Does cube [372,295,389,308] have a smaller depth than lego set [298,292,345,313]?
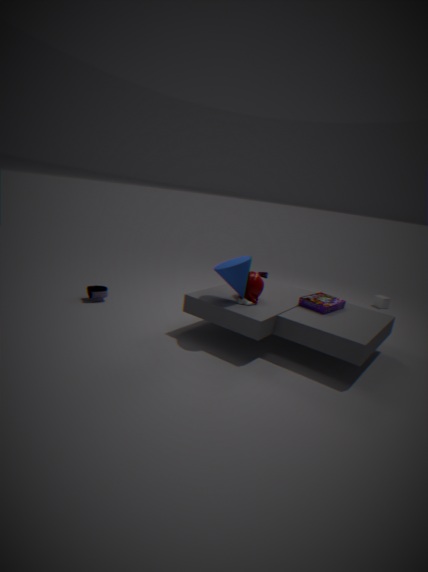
No
